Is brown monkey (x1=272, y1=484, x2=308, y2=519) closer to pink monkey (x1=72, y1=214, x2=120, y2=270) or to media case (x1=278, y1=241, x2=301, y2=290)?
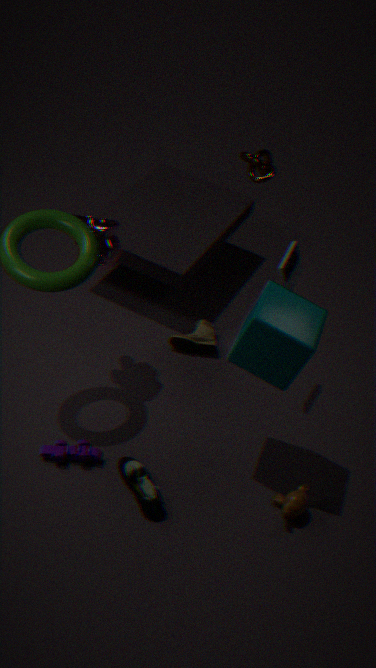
media case (x1=278, y1=241, x2=301, y2=290)
